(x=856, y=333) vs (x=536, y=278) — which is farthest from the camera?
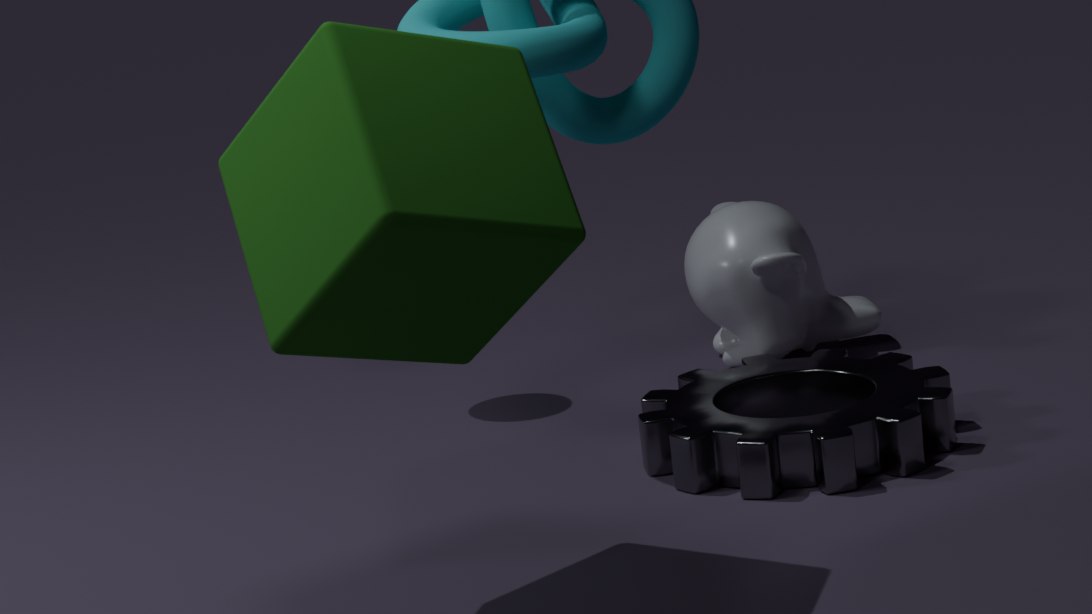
(x=856, y=333)
